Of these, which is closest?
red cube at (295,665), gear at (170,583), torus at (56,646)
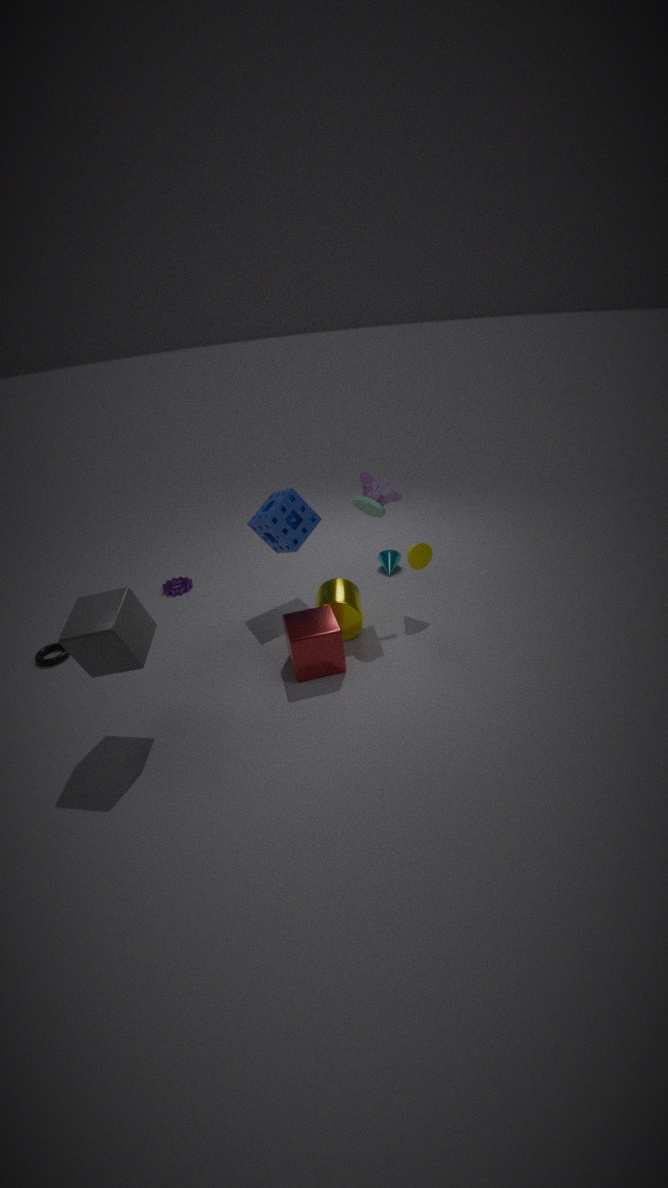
red cube at (295,665)
